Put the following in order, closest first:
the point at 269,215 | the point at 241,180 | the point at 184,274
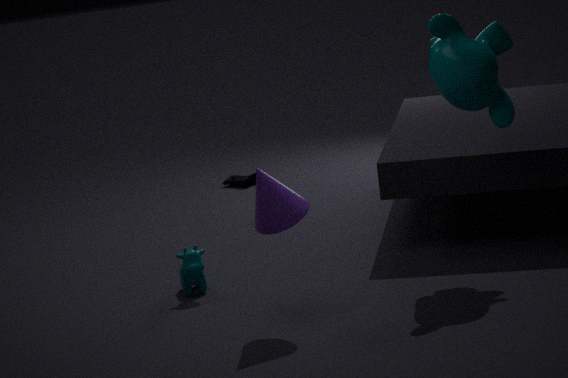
1. the point at 269,215
2. the point at 184,274
3. the point at 241,180
